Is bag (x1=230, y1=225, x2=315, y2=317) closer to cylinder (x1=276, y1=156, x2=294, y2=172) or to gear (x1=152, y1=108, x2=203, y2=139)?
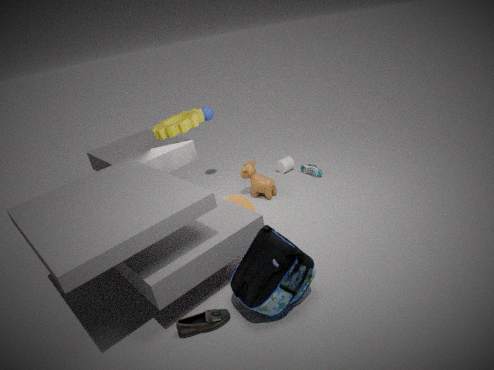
gear (x1=152, y1=108, x2=203, y2=139)
